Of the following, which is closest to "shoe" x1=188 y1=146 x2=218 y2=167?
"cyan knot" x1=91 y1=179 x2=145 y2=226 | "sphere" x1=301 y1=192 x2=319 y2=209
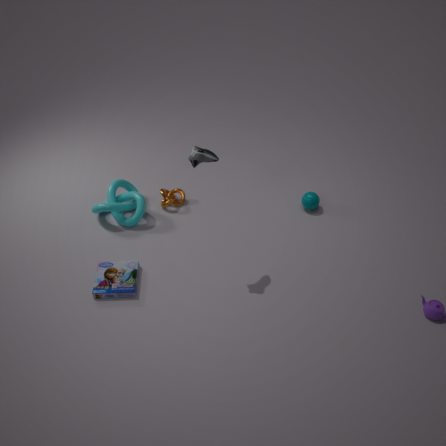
"cyan knot" x1=91 y1=179 x2=145 y2=226
